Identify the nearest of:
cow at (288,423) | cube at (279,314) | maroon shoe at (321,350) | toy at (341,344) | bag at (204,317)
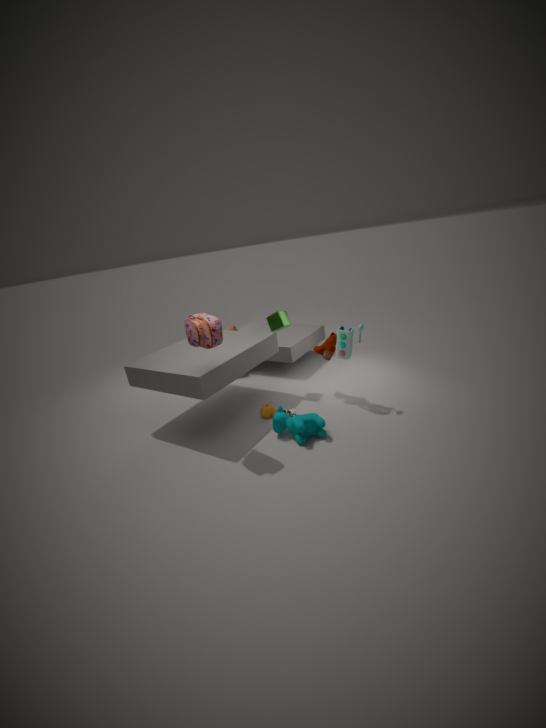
bag at (204,317)
